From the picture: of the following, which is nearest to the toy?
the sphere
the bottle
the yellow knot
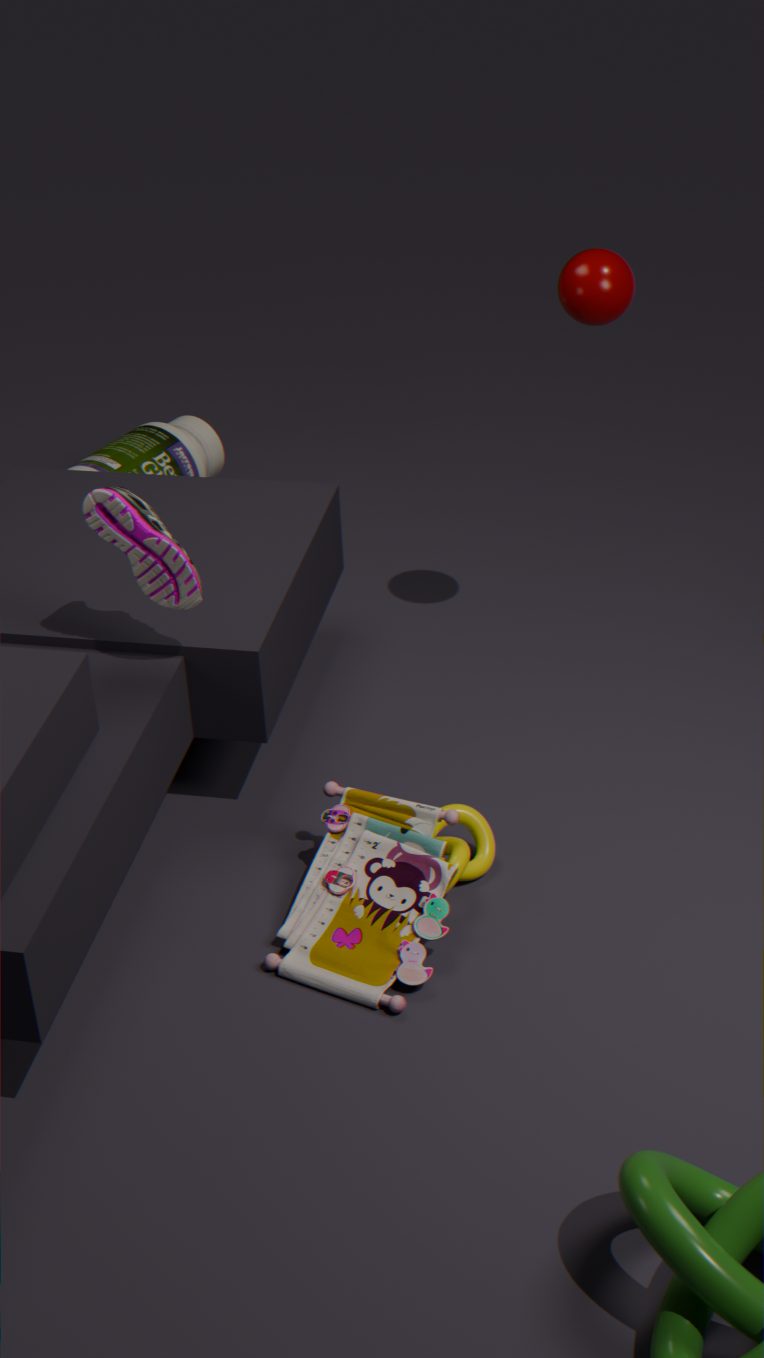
the yellow knot
